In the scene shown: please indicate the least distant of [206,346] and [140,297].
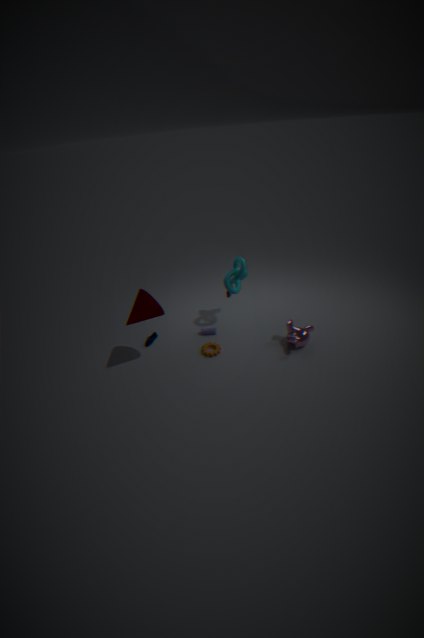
[140,297]
